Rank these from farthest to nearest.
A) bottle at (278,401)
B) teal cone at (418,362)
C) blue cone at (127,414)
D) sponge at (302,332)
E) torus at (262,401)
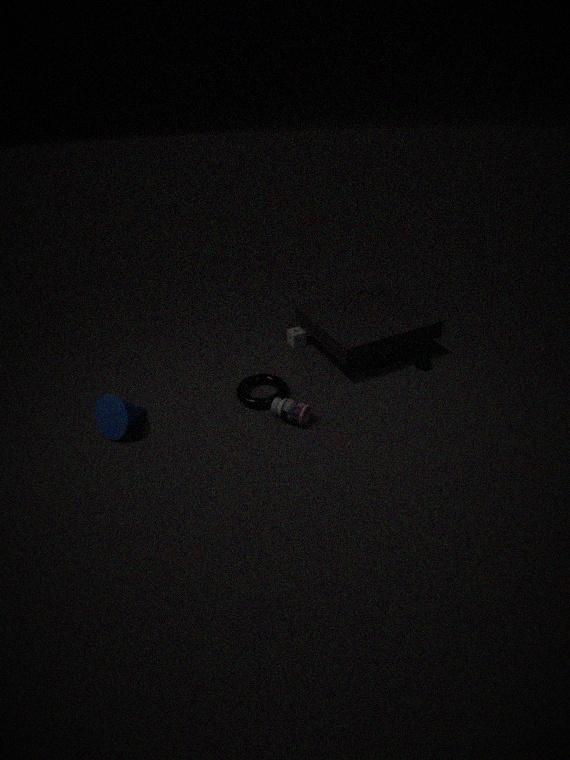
D. sponge at (302,332) < B. teal cone at (418,362) < E. torus at (262,401) < A. bottle at (278,401) < C. blue cone at (127,414)
